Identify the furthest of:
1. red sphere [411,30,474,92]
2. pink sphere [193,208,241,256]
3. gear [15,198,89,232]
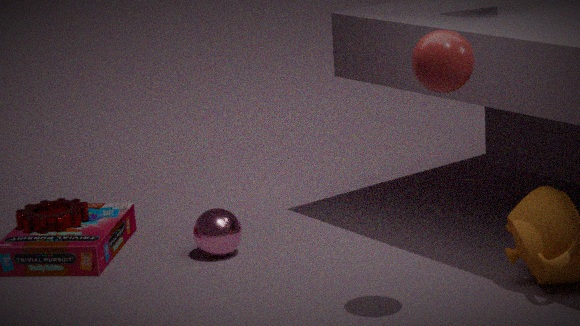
gear [15,198,89,232]
